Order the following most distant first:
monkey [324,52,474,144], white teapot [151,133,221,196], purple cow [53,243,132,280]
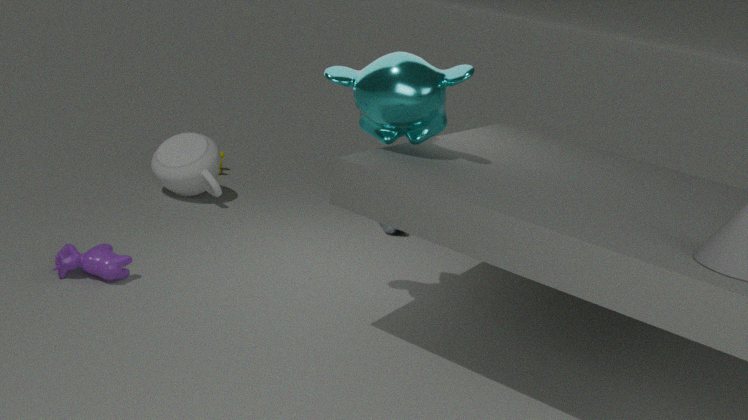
1. white teapot [151,133,221,196]
2. purple cow [53,243,132,280]
3. monkey [324,52,474,144]
